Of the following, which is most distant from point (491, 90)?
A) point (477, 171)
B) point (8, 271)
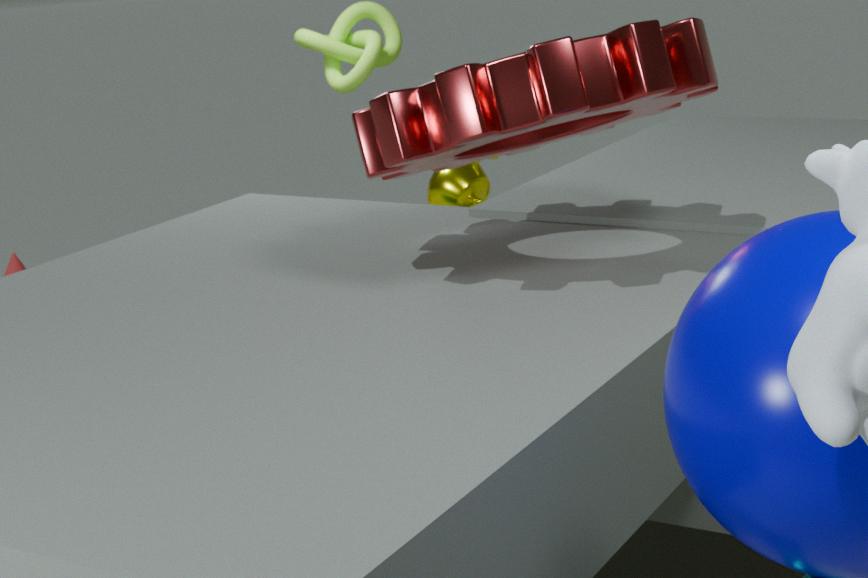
point (8, 271)
